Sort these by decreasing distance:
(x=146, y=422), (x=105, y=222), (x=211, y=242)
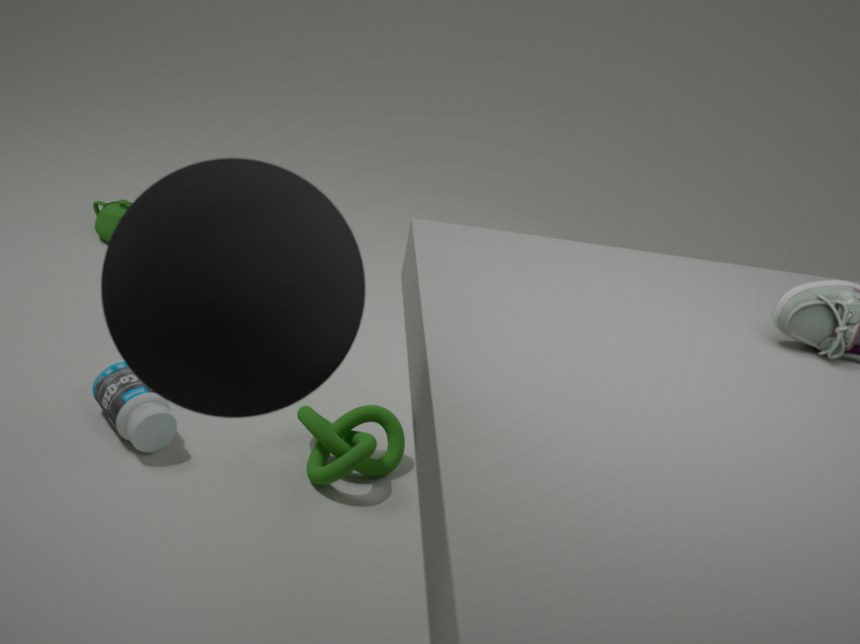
(x=105, y=222)
(x=146, y=422)
(x=211, y=242)
